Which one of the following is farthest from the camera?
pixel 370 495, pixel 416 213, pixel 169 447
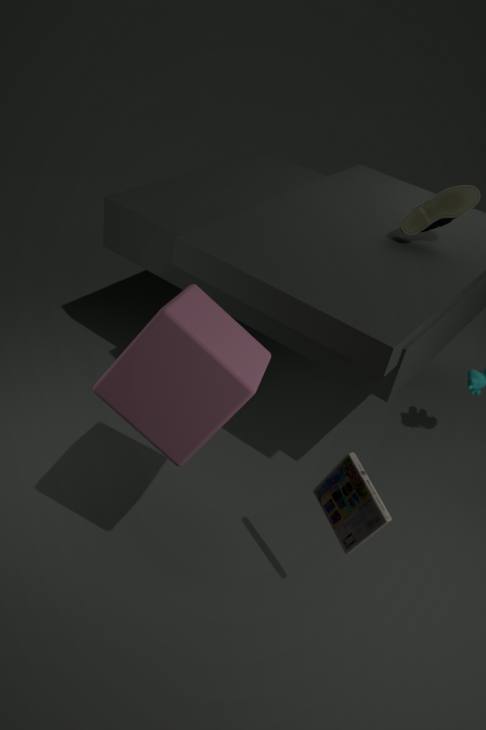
pixel 416 213
